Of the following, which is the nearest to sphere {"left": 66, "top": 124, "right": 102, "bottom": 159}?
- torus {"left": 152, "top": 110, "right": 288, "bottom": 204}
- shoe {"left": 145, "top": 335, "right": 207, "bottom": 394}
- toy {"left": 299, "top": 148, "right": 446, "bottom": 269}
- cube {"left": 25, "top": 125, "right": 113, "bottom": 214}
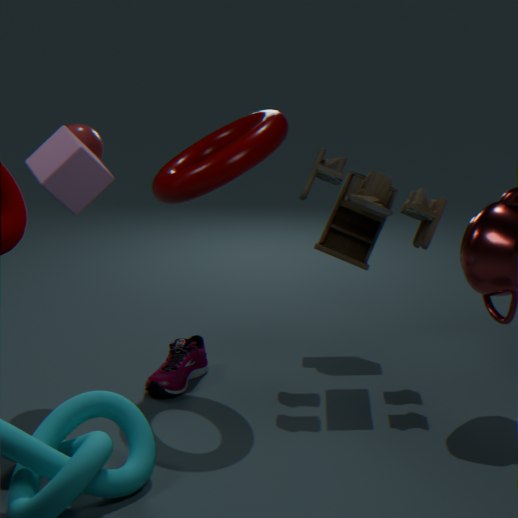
cube {"left": 25, "top": 125, "right": 113, "bottom": 214}
